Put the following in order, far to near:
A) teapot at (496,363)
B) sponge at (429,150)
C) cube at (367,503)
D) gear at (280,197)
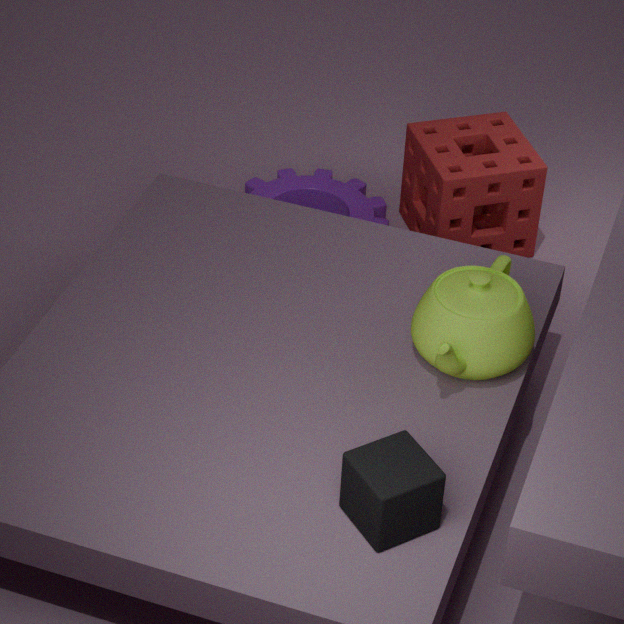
gear at (280,197)
sponge at (429,150)
teapot at (496,363)
cube at (367,503)
